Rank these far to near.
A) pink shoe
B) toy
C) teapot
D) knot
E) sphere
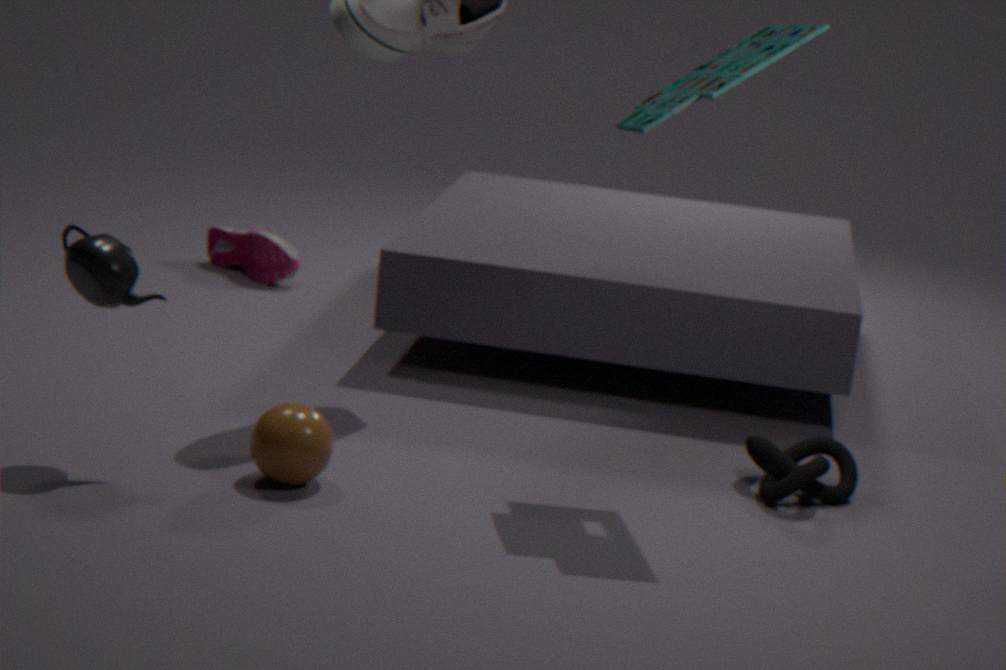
pink shoe → knot → sphere → teapot → toy
